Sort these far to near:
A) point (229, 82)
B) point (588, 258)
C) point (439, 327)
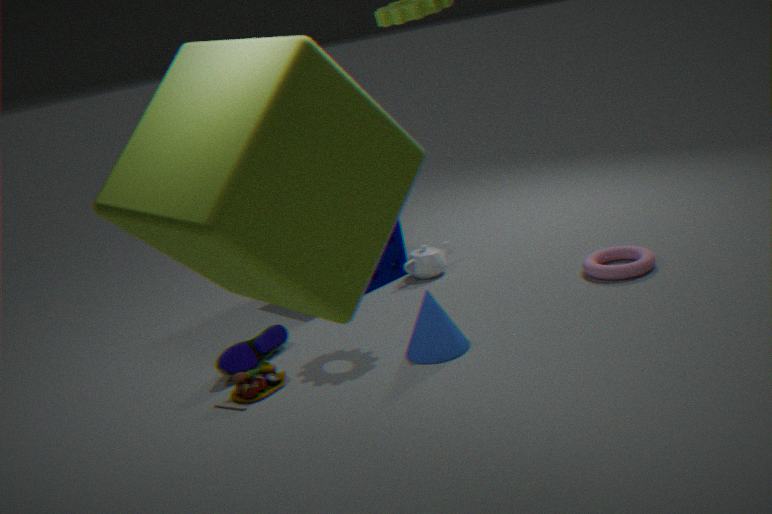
point (588, 258)
point (439, 327)
point (229, 82)
